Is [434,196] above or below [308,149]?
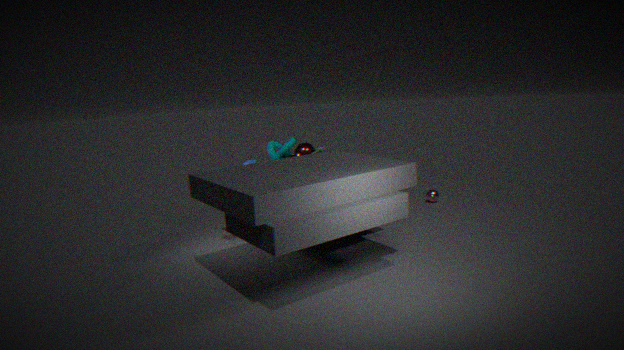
below
